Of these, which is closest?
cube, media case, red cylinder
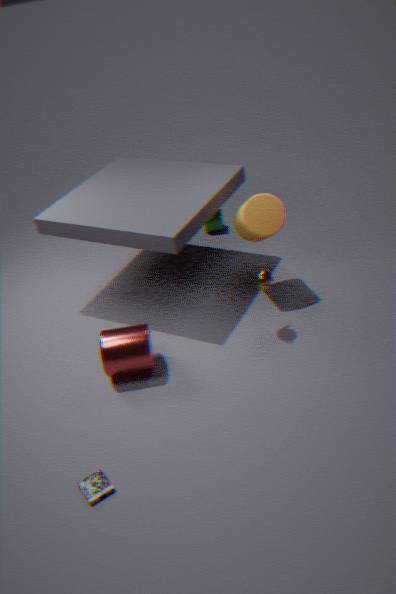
media case
